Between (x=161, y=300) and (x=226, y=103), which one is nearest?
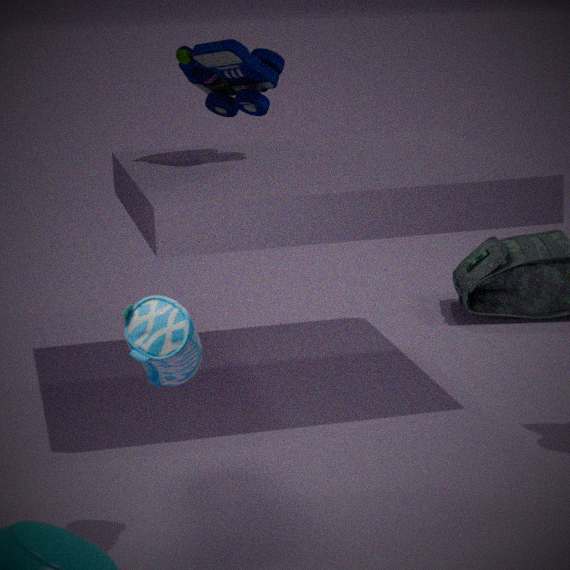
(x=161, y=300)
